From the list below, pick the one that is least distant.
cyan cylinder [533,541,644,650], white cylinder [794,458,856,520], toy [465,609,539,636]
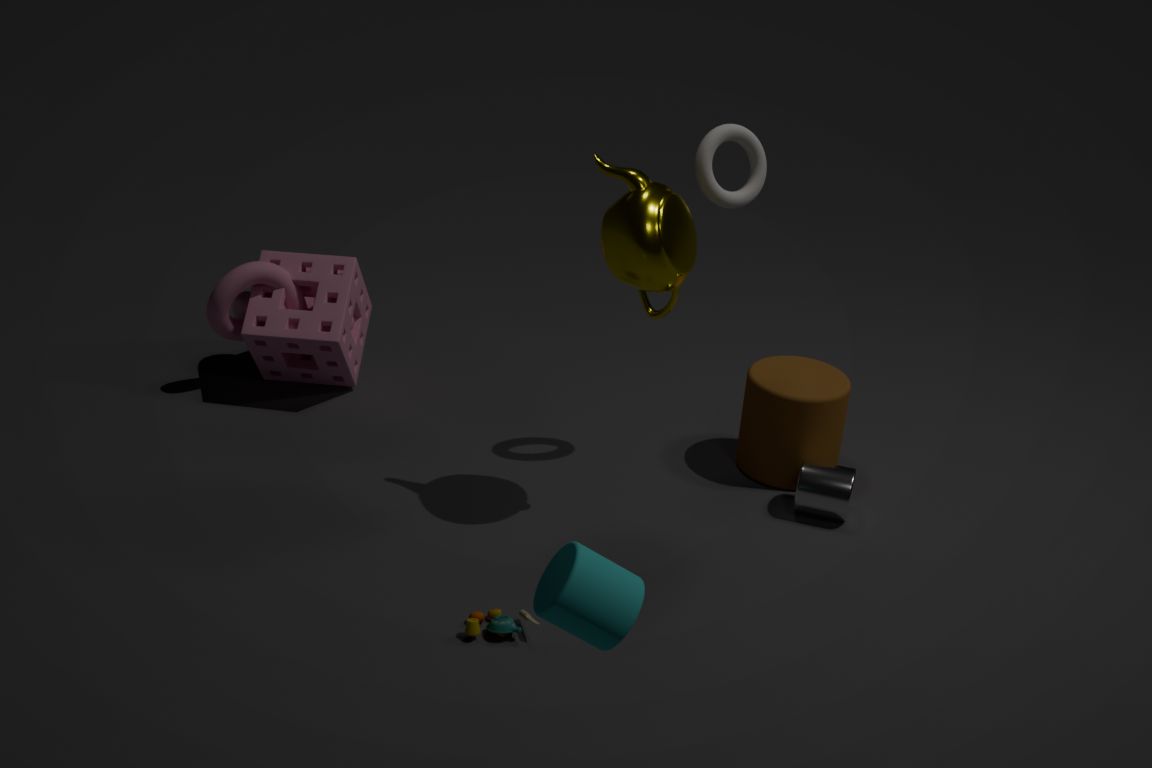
cyan cylinder [533,541,644,650]
